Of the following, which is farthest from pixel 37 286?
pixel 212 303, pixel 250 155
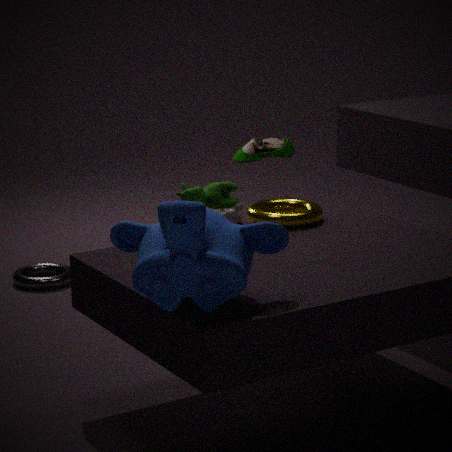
pixel 212 303
